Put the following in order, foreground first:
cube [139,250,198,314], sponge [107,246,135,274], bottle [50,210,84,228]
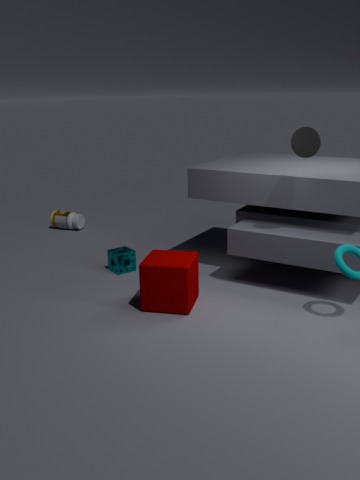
cube [139,250,198,314] → sponge [107,246,135,274] → bottle [50,210,84,228]
